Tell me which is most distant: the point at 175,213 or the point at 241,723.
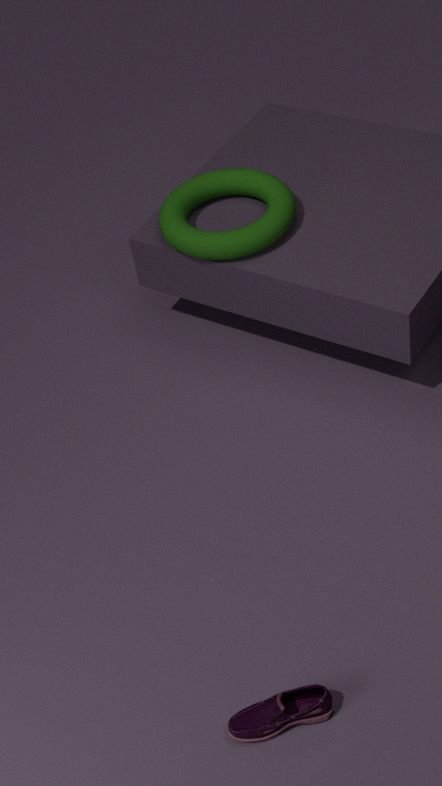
the point at 175,213
